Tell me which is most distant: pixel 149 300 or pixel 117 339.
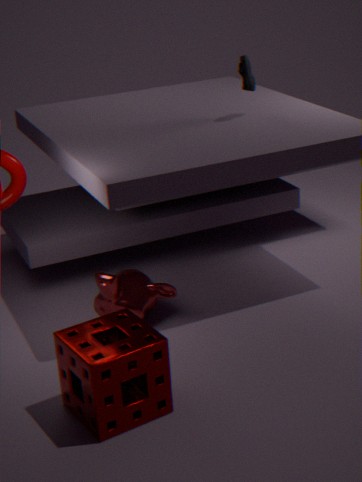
pixel 149 300
